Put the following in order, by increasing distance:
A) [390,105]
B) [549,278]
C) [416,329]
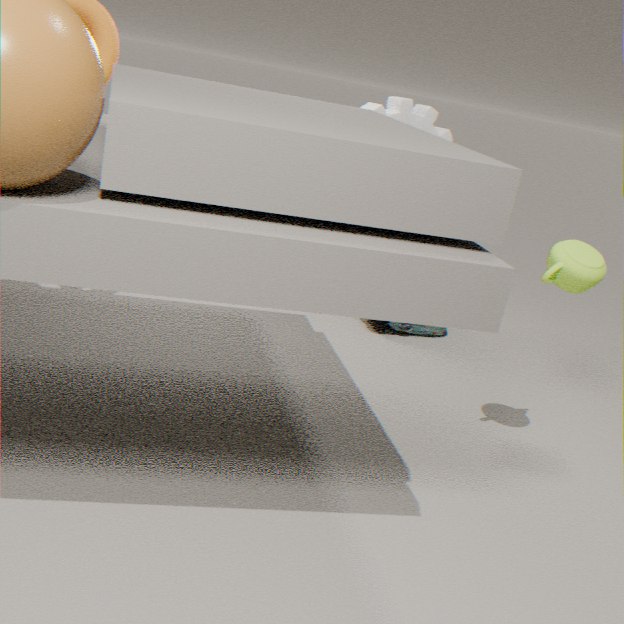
[549,278] → [390,105] → [416,329]
